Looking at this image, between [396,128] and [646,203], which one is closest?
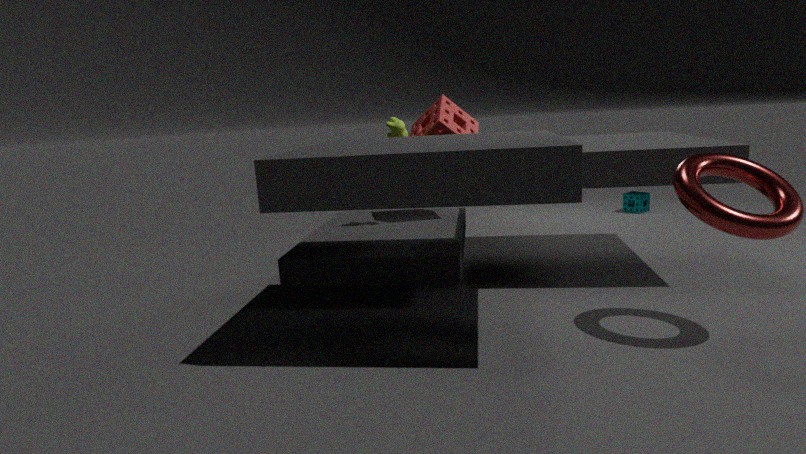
[396,128]
